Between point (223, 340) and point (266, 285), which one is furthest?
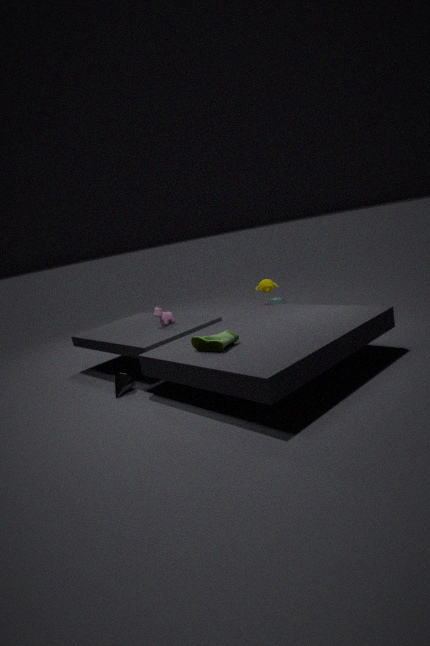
point (266, 285)
